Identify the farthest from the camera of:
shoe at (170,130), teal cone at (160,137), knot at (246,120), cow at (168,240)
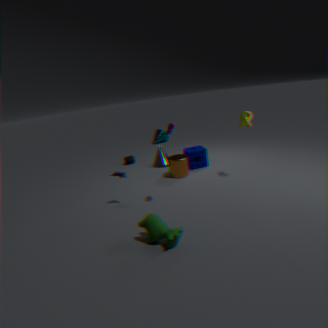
teal cone at (160,137)
